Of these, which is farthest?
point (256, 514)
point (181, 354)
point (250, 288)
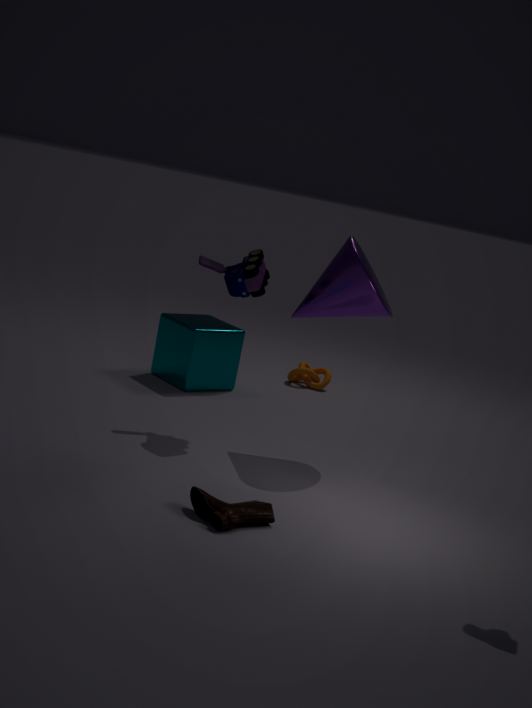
point (181, 354)
